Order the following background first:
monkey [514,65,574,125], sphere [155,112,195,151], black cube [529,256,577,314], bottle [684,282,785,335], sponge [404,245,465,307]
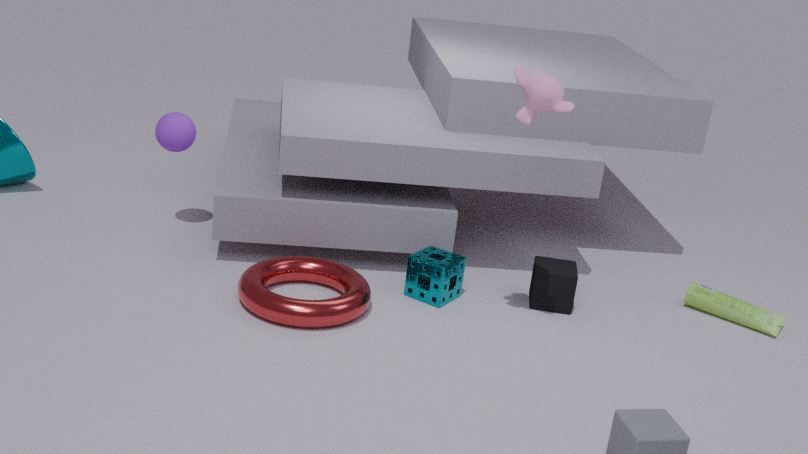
sphere [155,112,195,151] < bottle [684,282,785,335] < black cube [529,256,577,314] < sponge [404,245,465,307] < monkey [514,65,574,125]
